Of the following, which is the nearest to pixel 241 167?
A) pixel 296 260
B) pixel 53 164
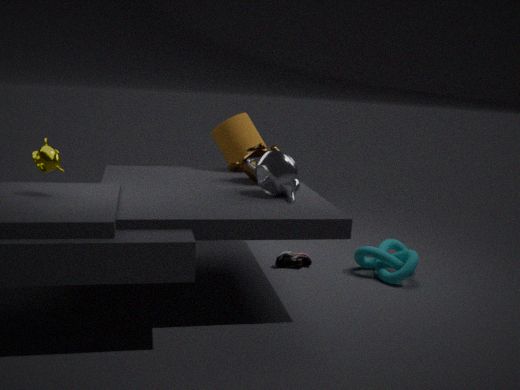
pixel 296 260
